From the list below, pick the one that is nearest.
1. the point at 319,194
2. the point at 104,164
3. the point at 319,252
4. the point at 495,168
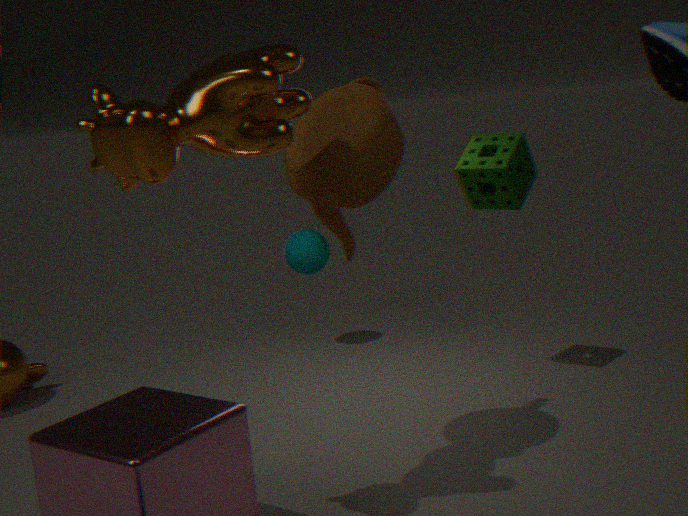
the point at 104,164
